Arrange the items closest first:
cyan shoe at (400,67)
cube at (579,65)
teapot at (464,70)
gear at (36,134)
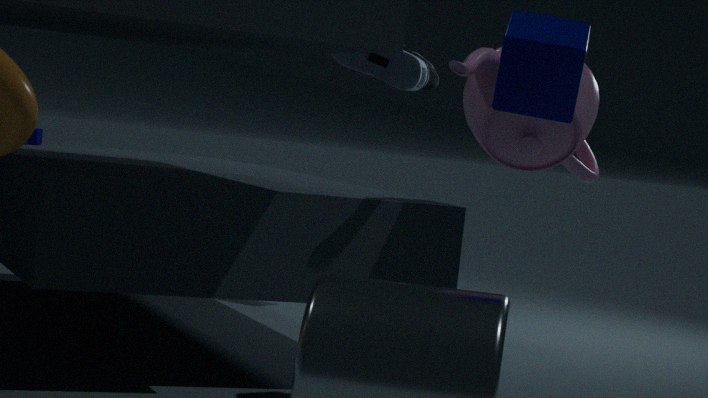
cube at (579,65), teapot at (464,70), gear at (36,134), cyan shoe at (400,67)
